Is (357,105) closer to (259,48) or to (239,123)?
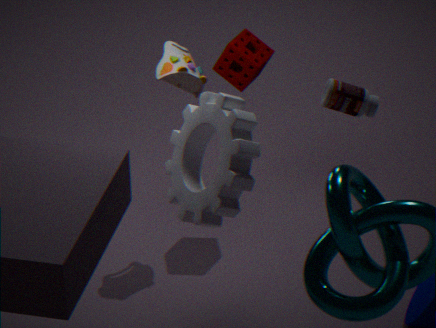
(239,123)
